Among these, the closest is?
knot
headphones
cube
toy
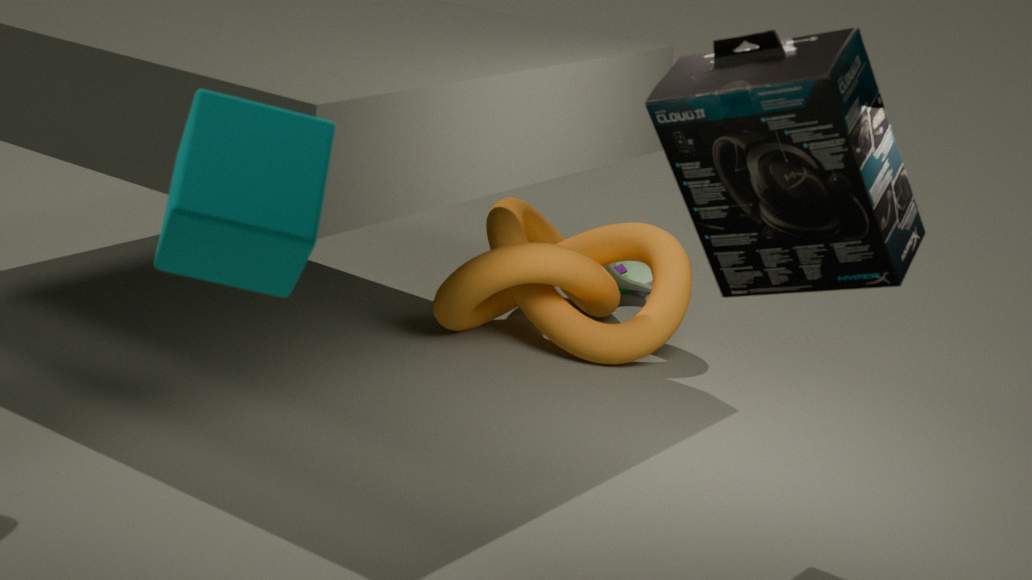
cube
